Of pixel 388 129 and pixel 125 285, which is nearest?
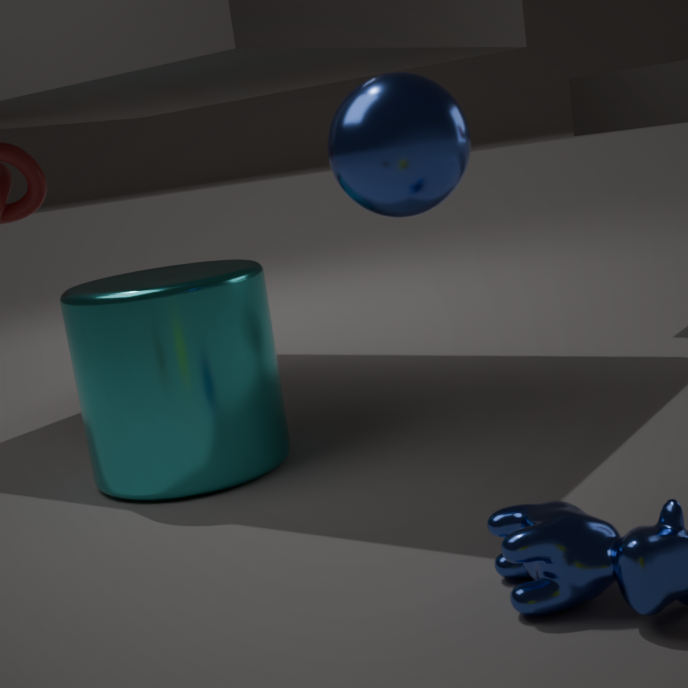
pixel 388 129
